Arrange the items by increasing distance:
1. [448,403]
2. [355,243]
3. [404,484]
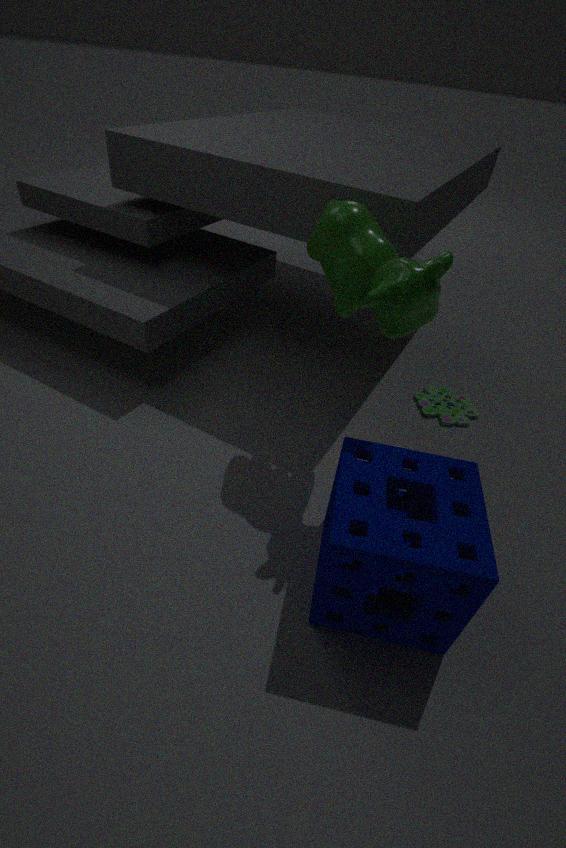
[404,484], [355,243], [448,403]
